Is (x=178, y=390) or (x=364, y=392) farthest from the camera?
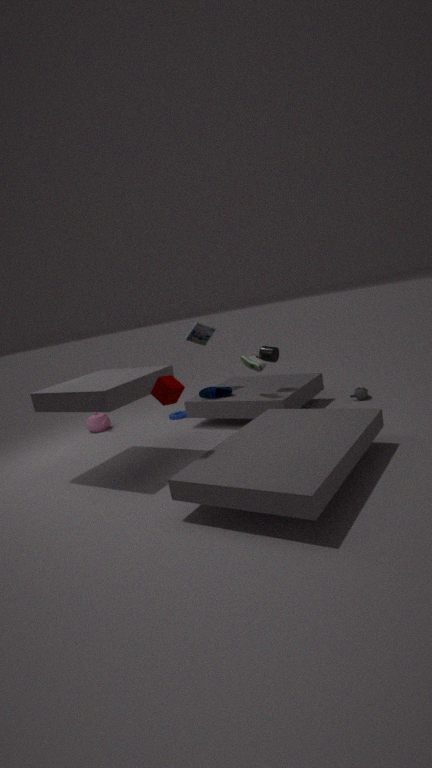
(x=364, y=392)
